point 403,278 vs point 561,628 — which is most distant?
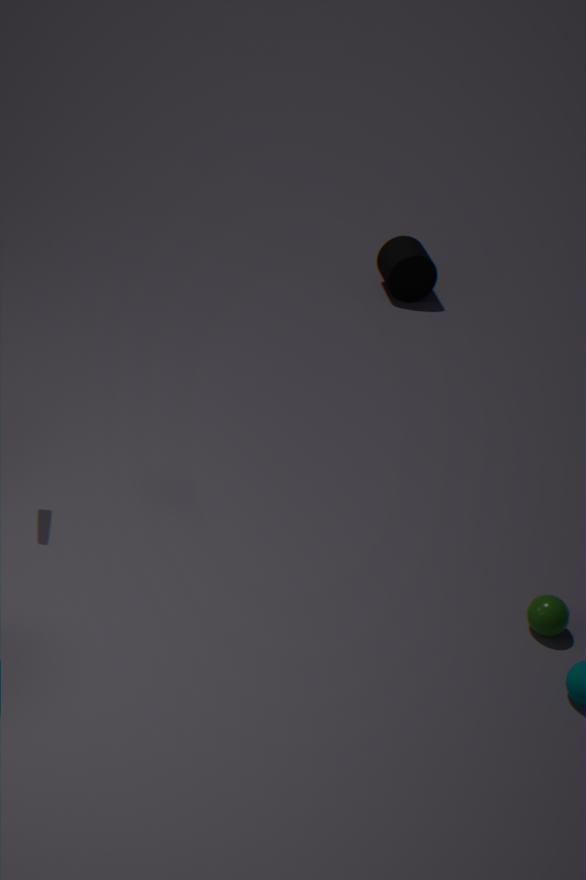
point 403,278
